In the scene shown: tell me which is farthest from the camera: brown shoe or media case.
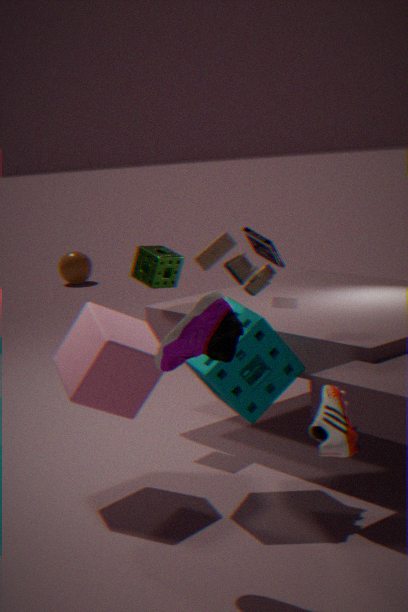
media case
